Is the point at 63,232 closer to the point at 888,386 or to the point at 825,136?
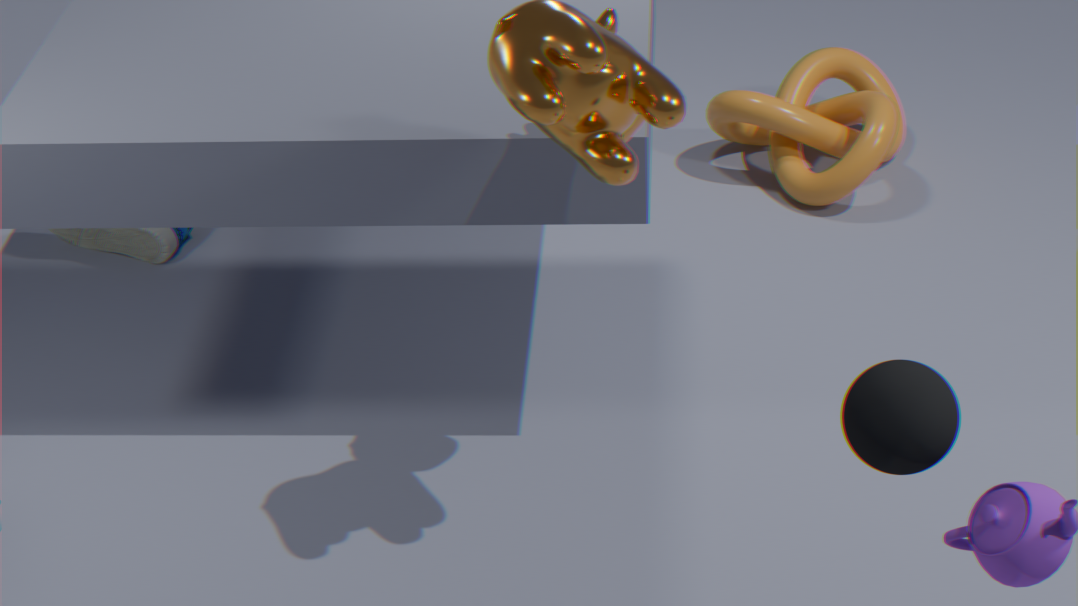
the point at 825,136
